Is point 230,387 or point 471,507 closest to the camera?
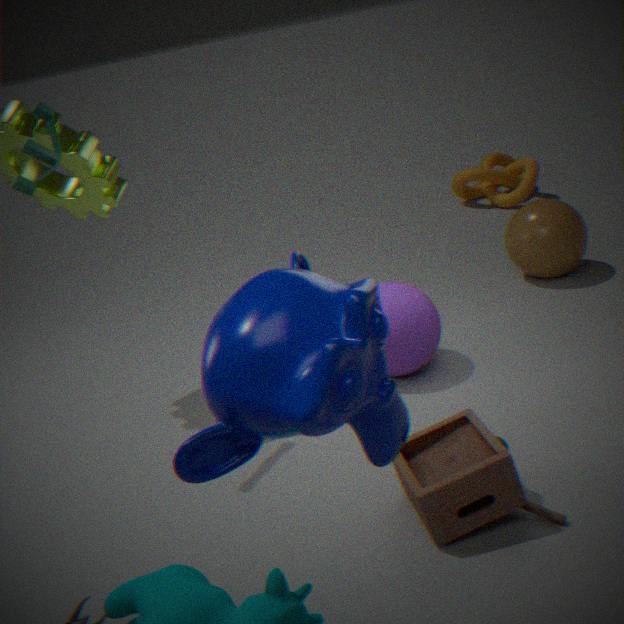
point 230,387
